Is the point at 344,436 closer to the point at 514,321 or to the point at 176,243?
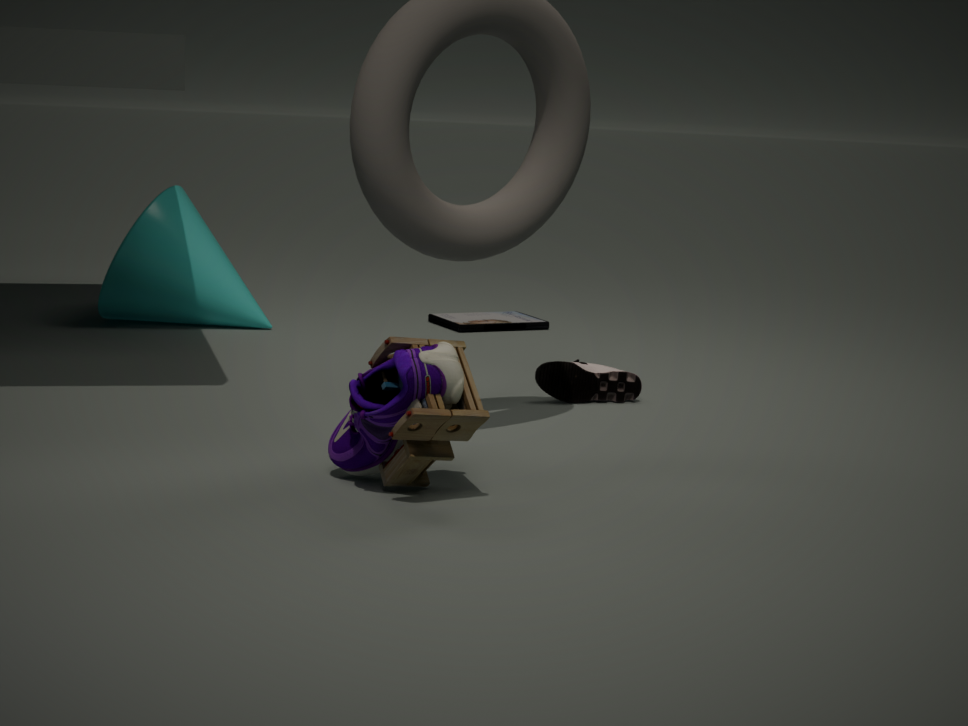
the point at 176,243
